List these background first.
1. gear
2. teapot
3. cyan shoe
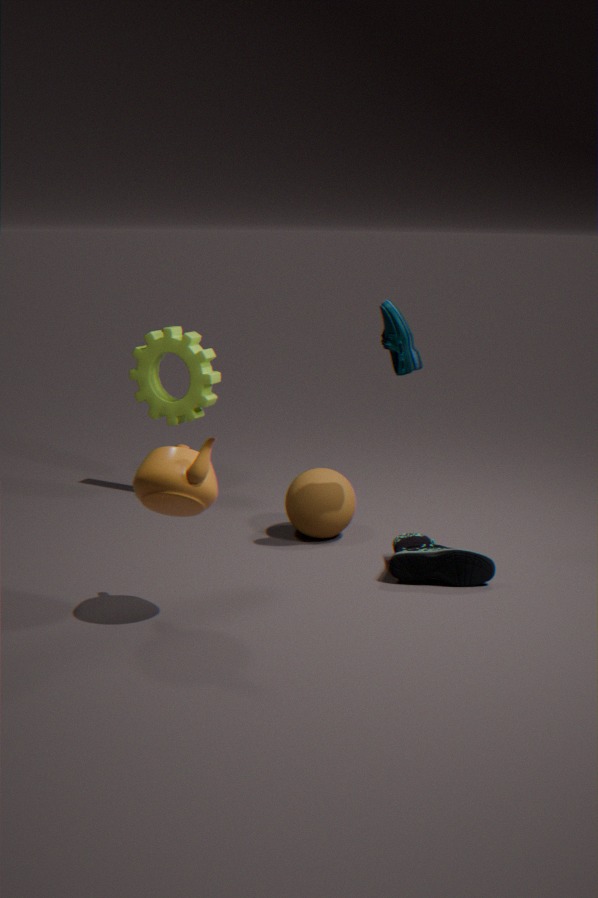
gear → cyan shoe → teapot
